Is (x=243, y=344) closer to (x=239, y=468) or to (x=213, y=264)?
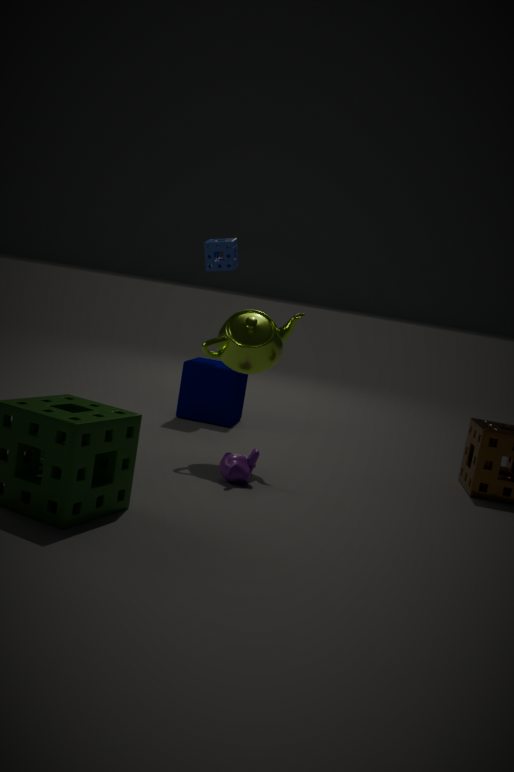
(x=239, y=468)
